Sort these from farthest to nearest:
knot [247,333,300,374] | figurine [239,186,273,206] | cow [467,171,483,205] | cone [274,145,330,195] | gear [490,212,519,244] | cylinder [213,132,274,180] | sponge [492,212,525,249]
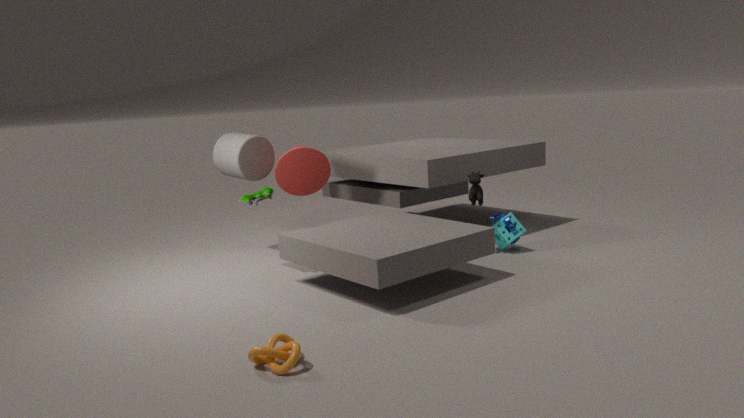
cylinder [213,132,274,180] < cone [274,145,330,195] < gear [490,212,519,244] < sponge [492,212,525,249] < cow [467,171,483,205] < figurine [239,186,273,206] < knot [247,333,300,374]
